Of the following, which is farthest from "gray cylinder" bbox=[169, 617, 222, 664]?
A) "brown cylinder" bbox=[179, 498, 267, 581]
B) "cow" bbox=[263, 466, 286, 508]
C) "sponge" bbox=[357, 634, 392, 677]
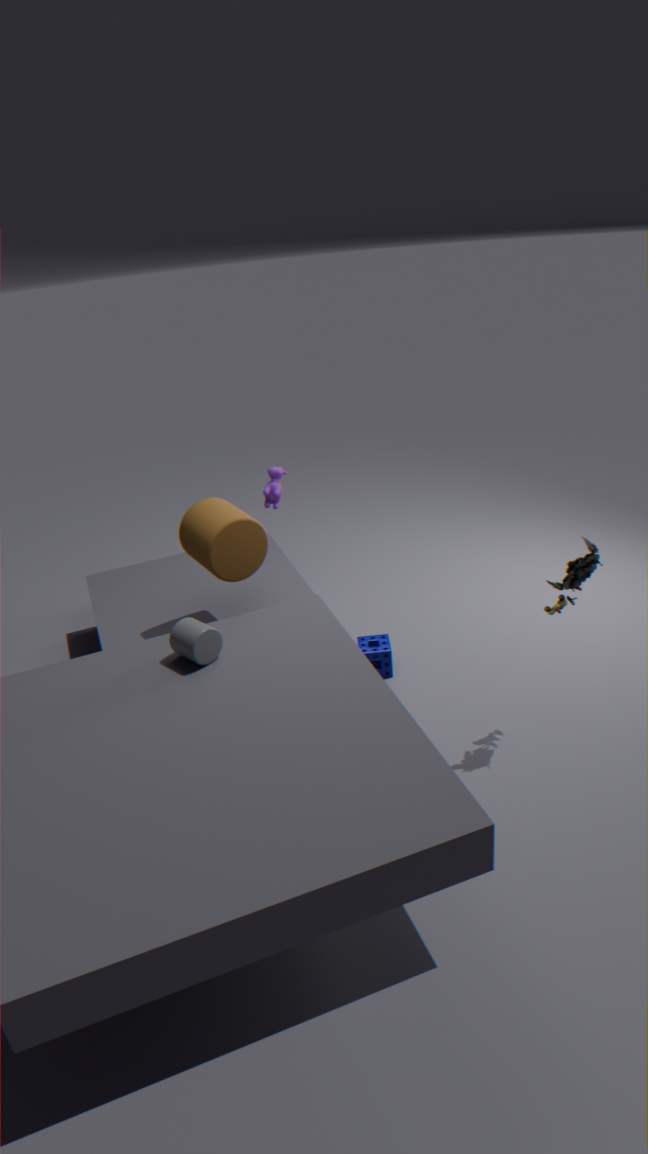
"cow" bbox=[263, 466, 286, 508]
